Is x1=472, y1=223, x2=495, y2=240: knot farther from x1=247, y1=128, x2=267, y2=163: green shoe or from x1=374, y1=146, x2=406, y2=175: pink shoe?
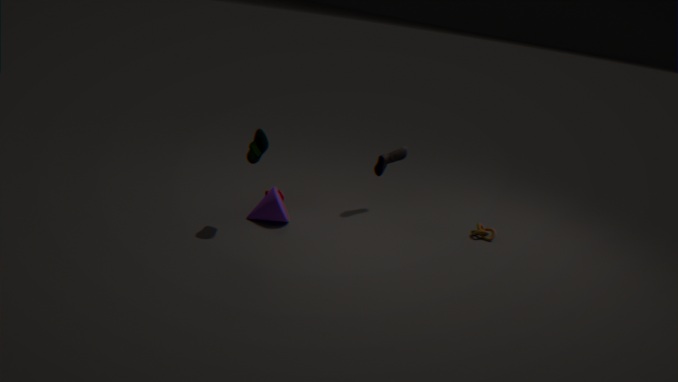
x1=247, y1=128, x2=267, y2=163: green shoe
